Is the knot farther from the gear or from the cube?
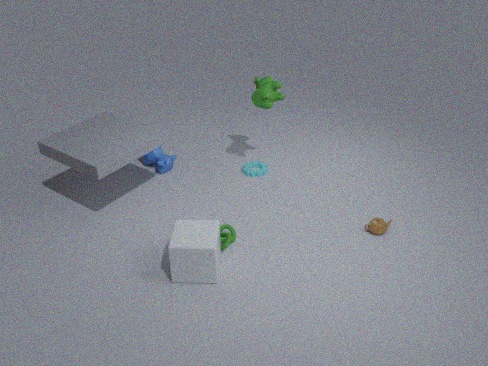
the gear
